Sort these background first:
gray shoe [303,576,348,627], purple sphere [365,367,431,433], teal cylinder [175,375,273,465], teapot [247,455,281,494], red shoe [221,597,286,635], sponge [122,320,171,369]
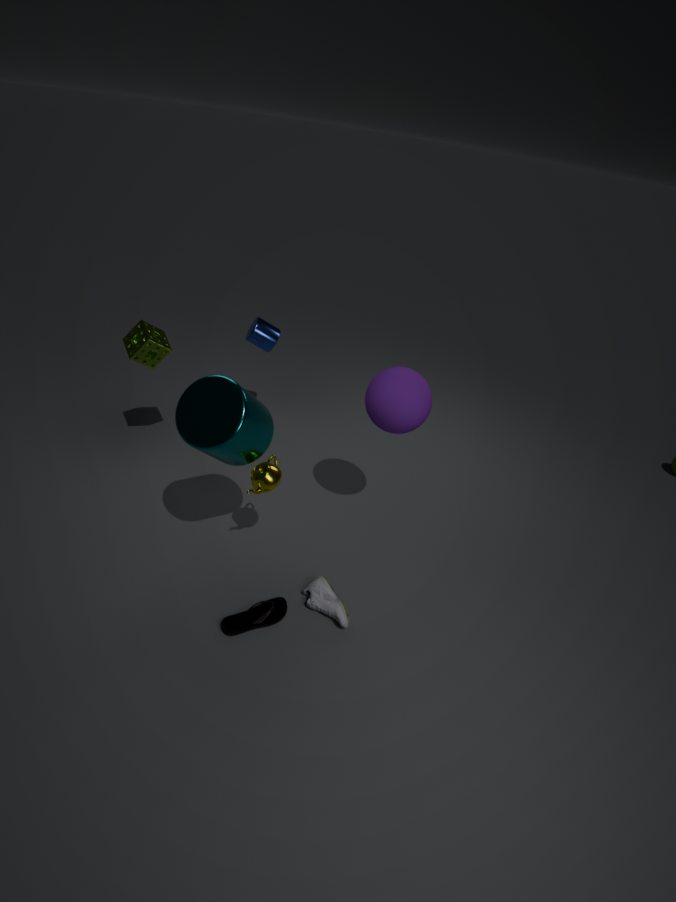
sponge [122,320,171,369] → purple sphere [365,367,431,433] → teapot [247,455,281,494] → gray shoe [303,576,348,627] → red shoe [221,597,286,635] → teal cylinder [175,375,273,465]
